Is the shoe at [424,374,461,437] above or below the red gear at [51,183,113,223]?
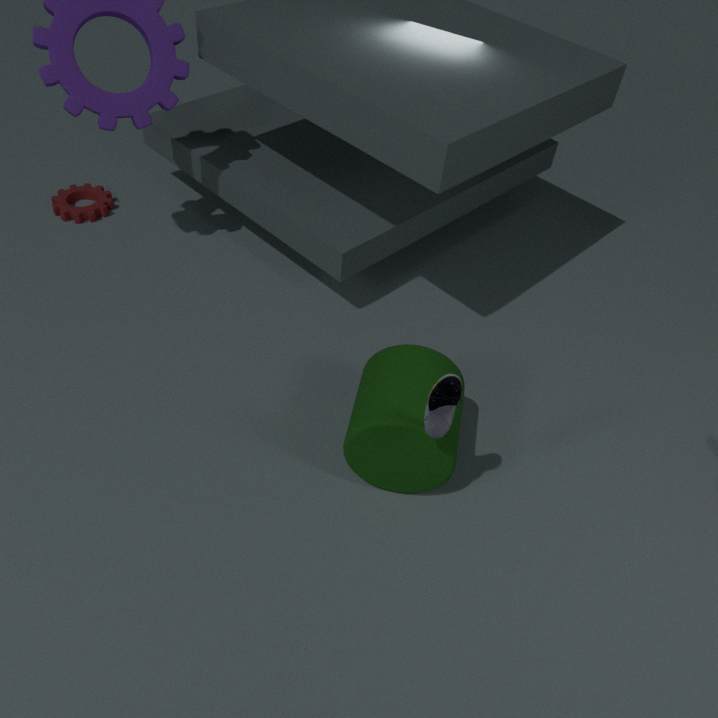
above
